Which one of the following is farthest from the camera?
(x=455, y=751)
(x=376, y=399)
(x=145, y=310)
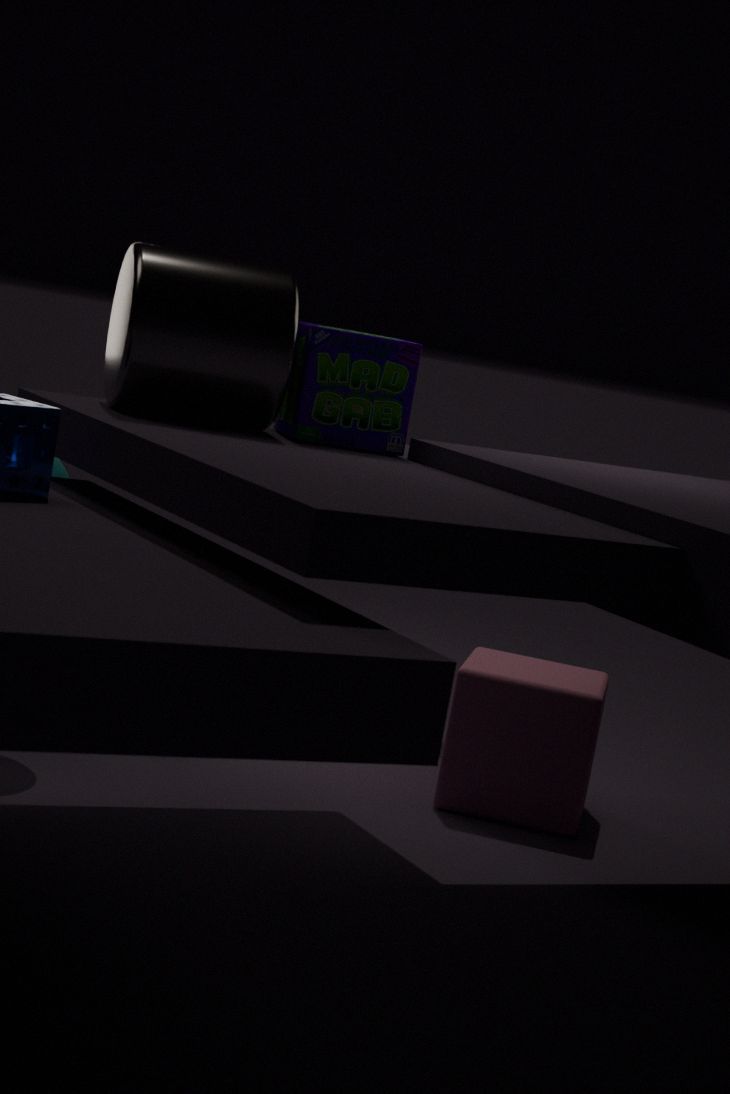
(x=455, y=751)
